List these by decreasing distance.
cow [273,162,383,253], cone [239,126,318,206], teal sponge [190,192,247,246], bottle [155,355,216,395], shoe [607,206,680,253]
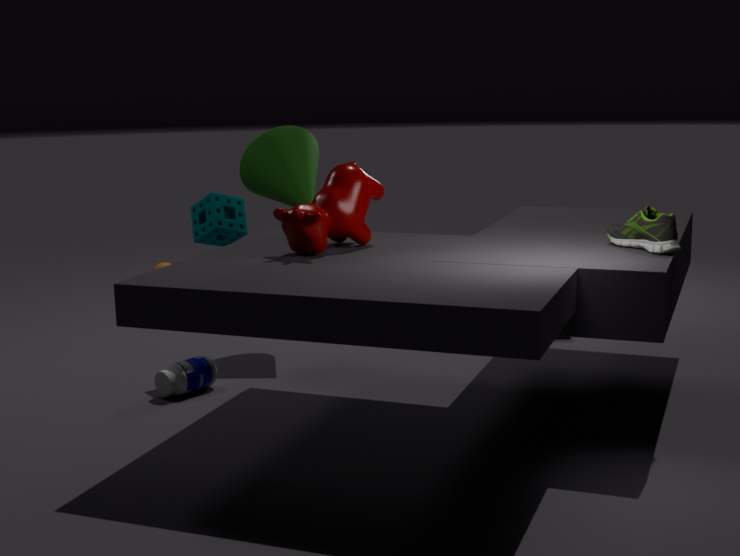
cone [239,126,318,206] → teal sponge [190,192,247,246] → bottle [155,355,216,395] → cow [273,162,383,253] → shoe [607,206,680,253]
